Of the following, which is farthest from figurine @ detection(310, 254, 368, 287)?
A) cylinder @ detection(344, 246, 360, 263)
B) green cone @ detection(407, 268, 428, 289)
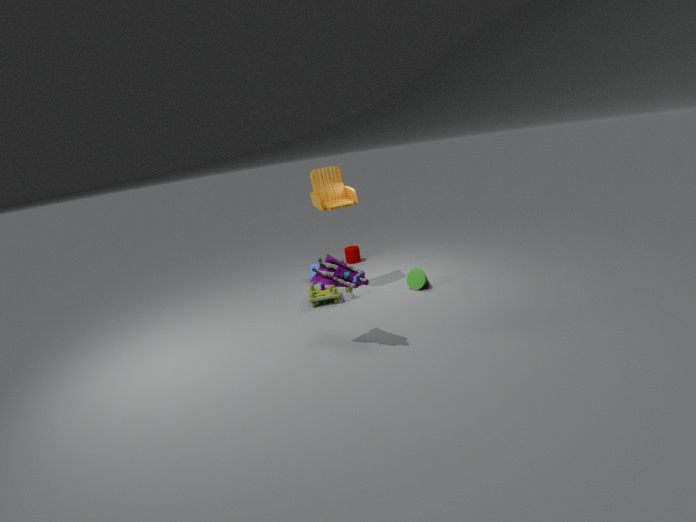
cylinder @ detection(344, 246, 360, 263)
